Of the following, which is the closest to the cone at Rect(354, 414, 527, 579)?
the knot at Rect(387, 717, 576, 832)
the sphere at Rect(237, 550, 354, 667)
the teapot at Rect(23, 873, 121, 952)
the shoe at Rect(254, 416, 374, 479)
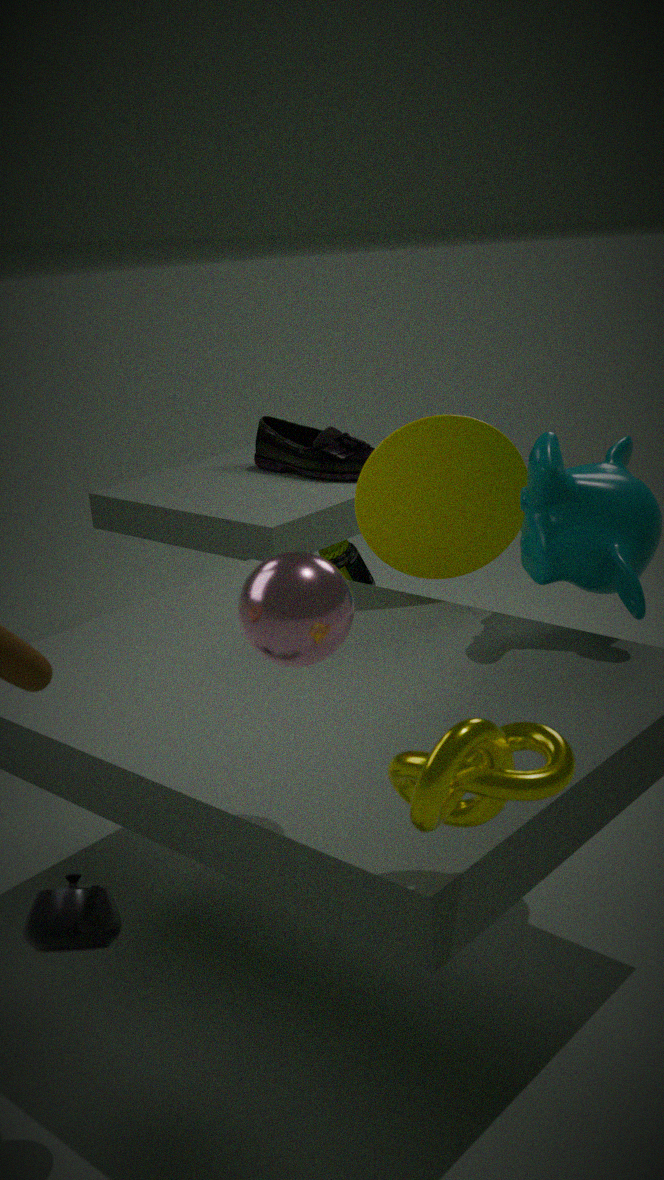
the shoe at Rect(254, 416, 374, 479)
